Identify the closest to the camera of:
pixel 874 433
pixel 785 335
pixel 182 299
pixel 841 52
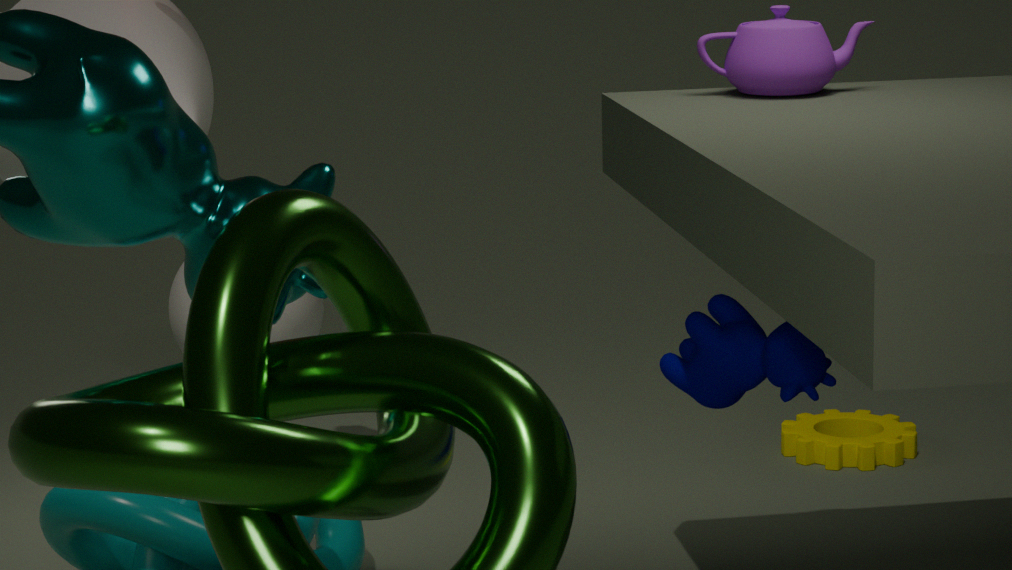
pixel 785 335
